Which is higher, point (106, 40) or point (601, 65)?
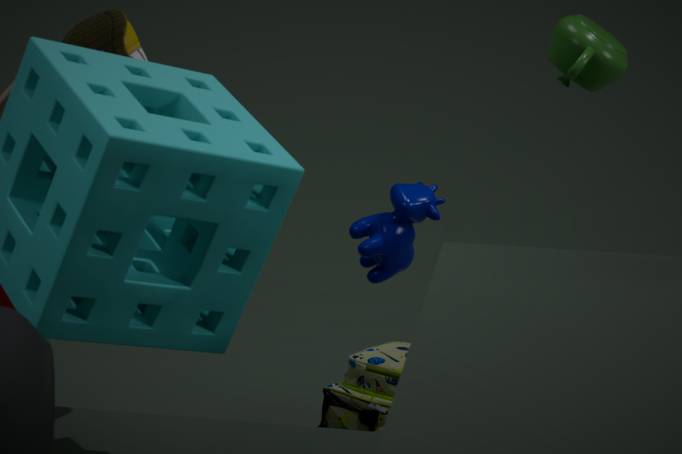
point (601, 65)
